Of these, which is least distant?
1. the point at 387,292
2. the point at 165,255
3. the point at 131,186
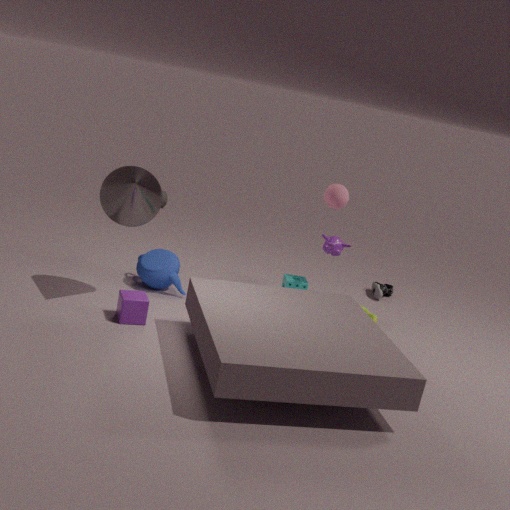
the point at 131,186
